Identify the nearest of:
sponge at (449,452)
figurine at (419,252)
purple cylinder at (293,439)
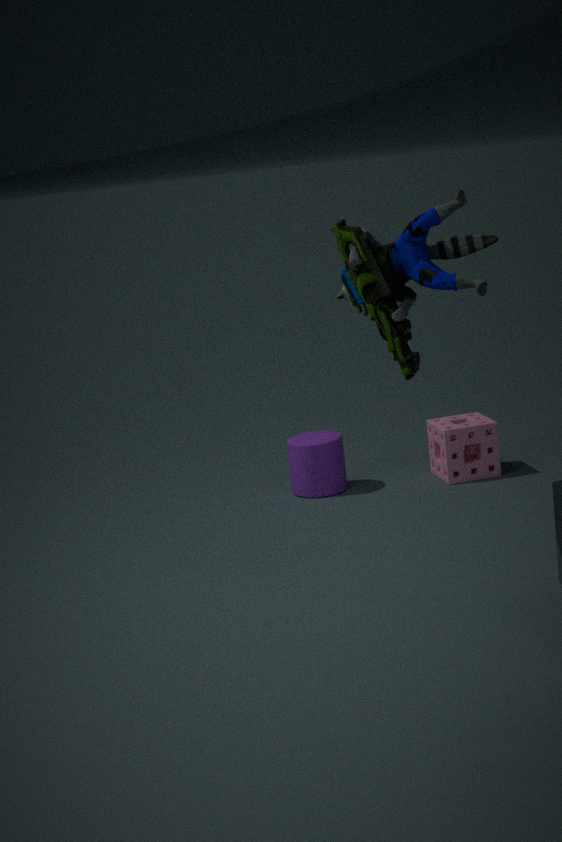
figurine at (419,252)
